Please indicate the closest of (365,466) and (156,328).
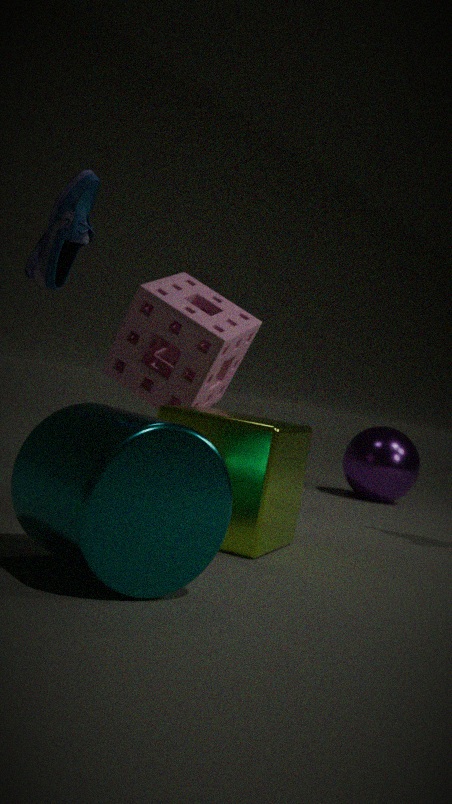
(156,328)
